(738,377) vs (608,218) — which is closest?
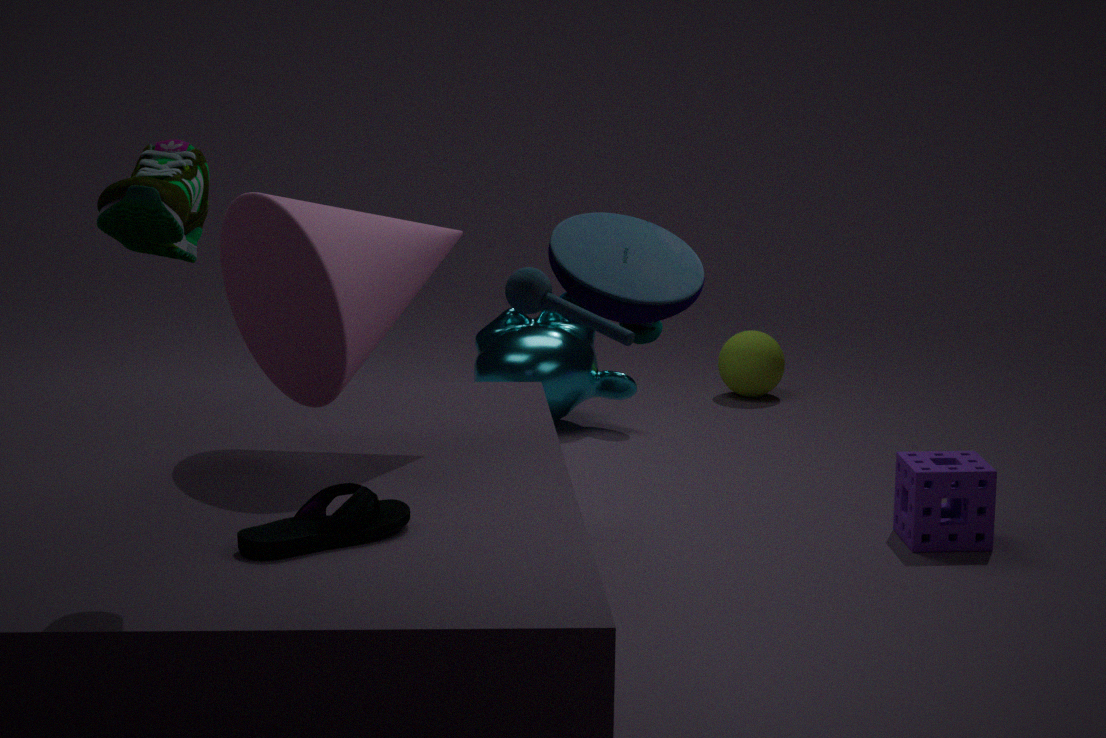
(608,218)
